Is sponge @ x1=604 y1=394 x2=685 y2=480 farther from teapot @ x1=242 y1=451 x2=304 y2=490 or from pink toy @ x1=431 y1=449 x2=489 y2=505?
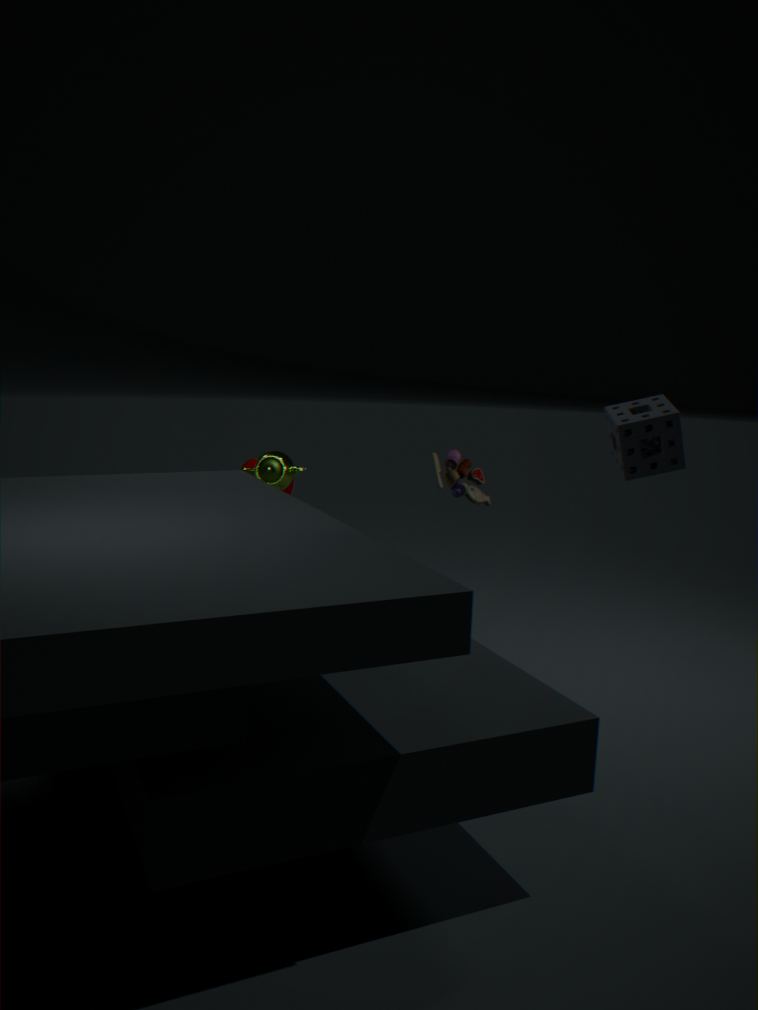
teapot @ x1=242 y1=451 x2=304 y2=490
